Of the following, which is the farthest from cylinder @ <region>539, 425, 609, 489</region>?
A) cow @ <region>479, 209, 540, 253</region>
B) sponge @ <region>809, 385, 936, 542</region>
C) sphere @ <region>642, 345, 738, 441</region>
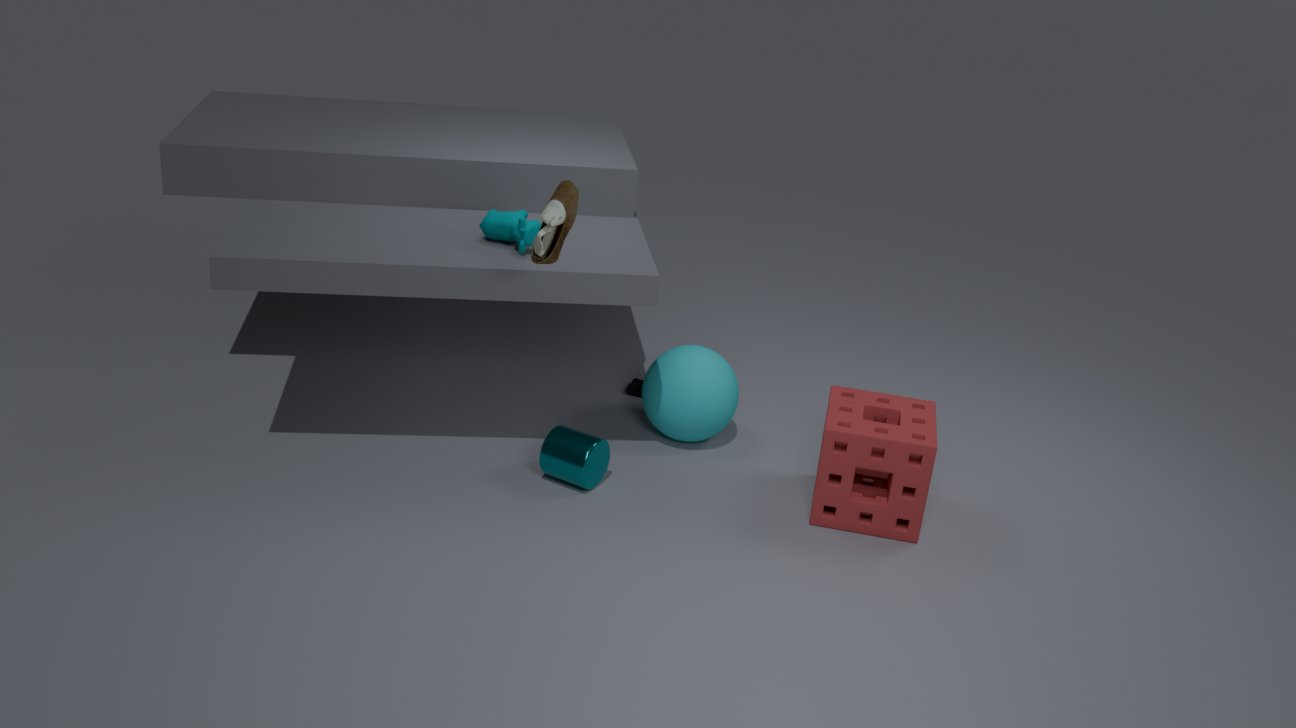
sponge @ <region>809, 385, 936, 542</region>
